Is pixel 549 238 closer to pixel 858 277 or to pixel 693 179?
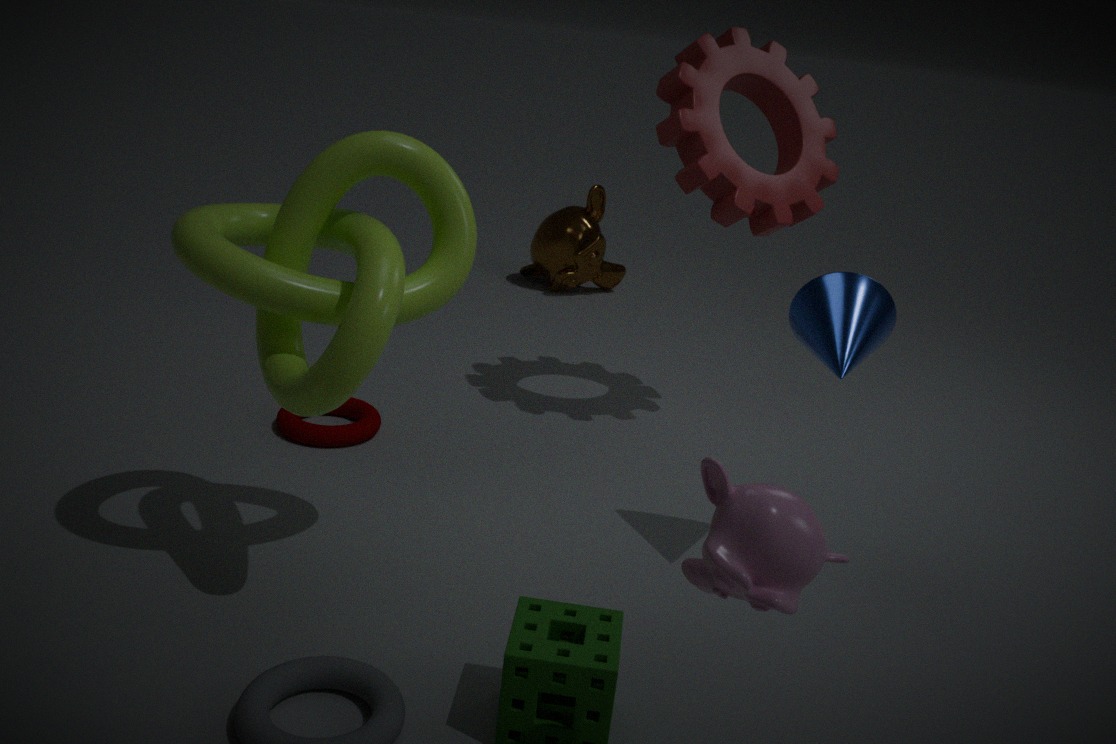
pixel 693 179
